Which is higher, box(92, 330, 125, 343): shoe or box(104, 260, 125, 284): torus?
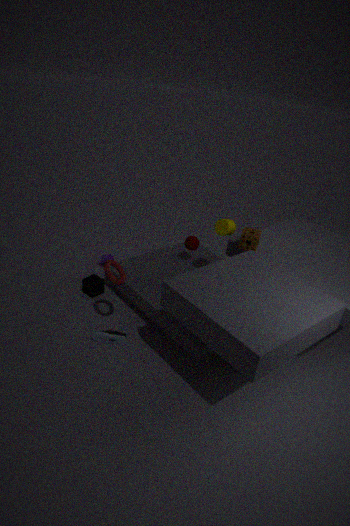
box(104, 260, 125, 284): torus
